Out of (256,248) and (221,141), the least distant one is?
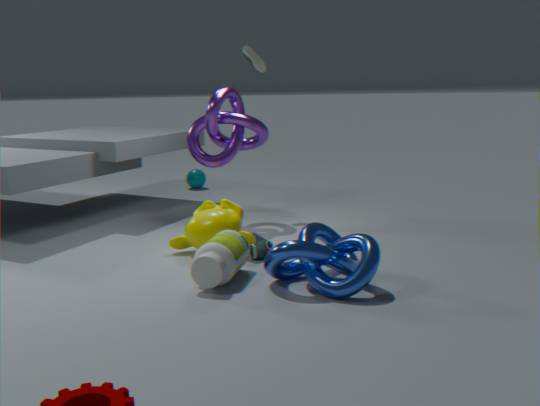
(256,248)
